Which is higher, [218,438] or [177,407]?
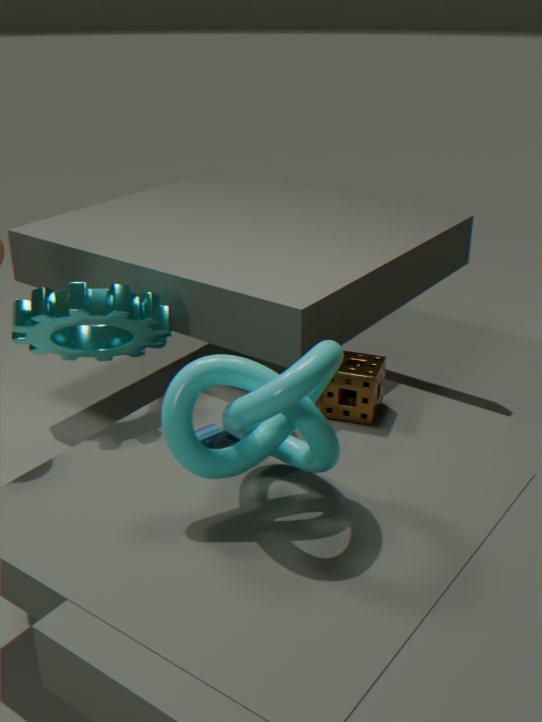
[177,407]
